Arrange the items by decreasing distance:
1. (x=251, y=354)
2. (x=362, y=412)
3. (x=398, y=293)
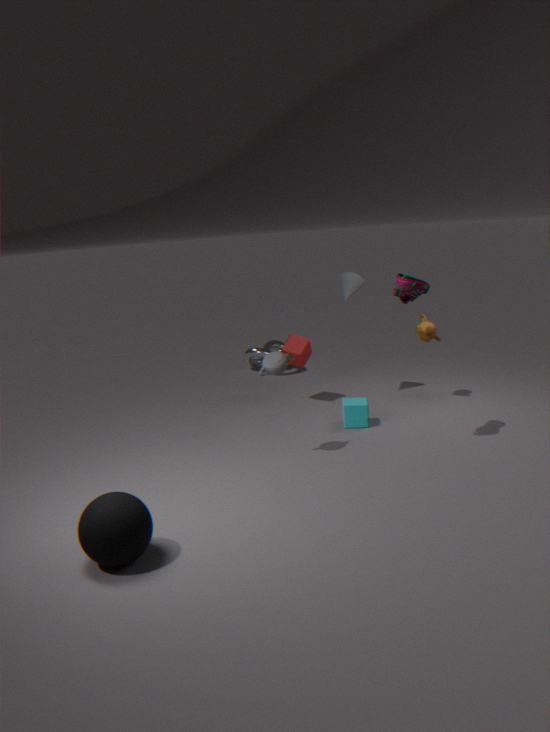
(x=251, y=354), (x=362, y=412), (x=398, y=293)
